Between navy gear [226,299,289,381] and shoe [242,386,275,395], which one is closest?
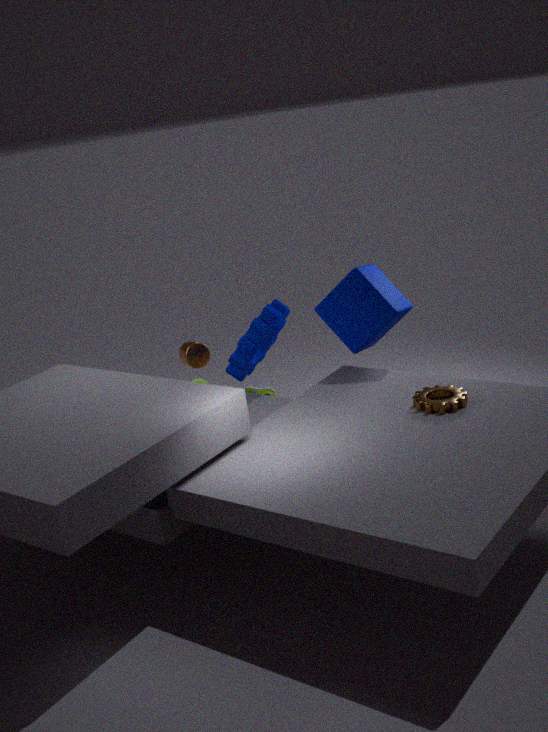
navy gear [226,299,289,381]
